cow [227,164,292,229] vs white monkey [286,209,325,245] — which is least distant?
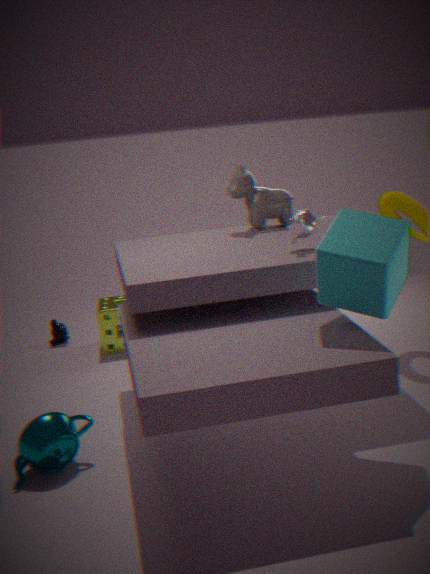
white monkey [286,209,325,245]
